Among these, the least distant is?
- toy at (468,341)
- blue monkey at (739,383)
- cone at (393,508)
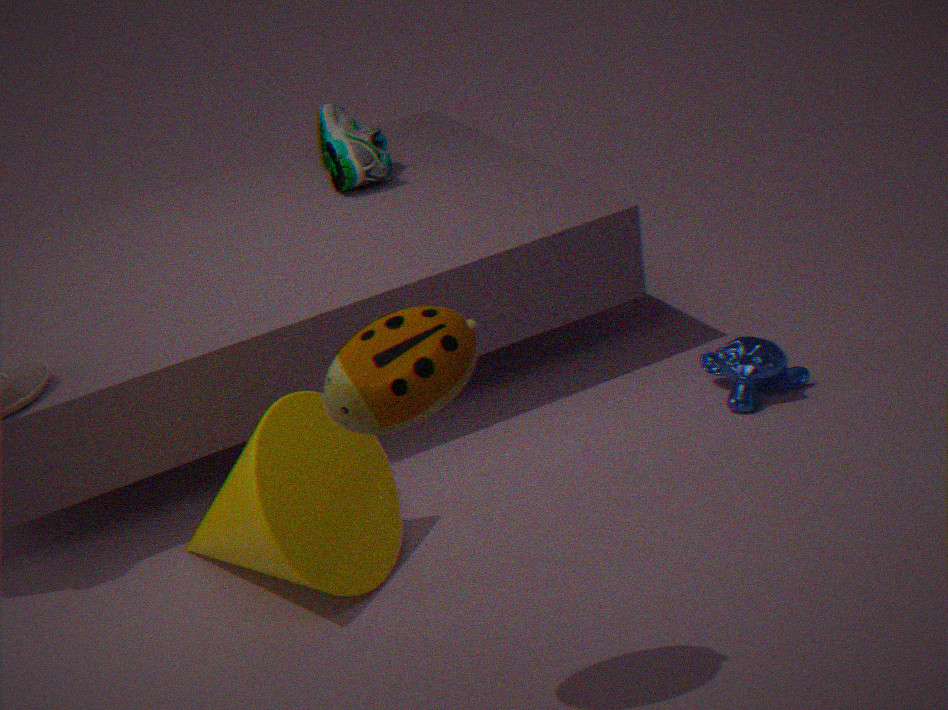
toy at (468,341)
